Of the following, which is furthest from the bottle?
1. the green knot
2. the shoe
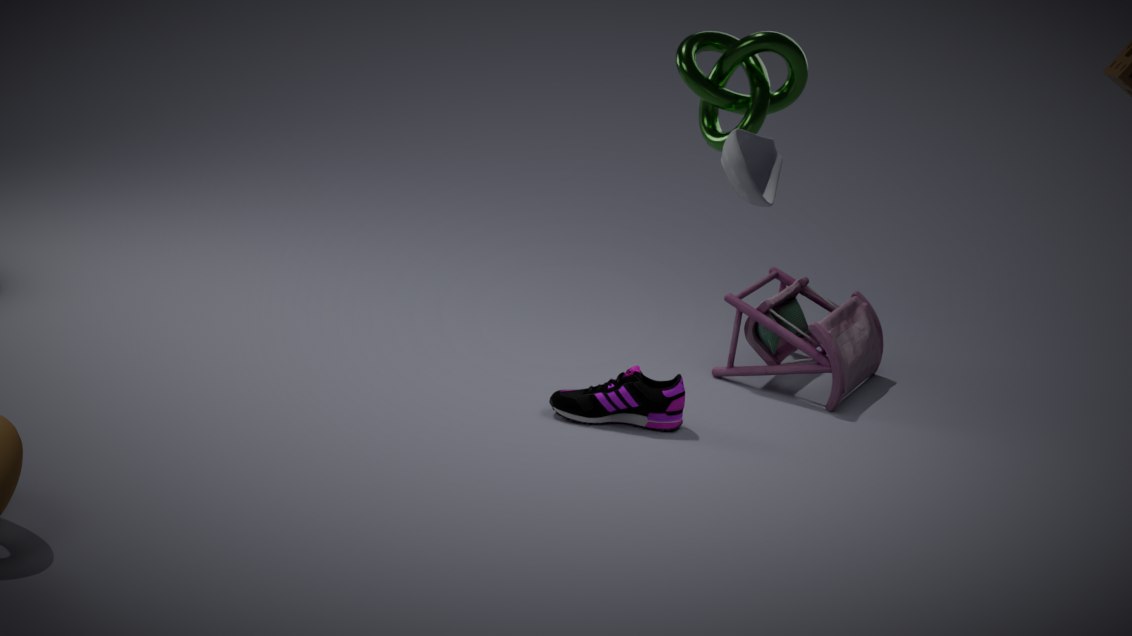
the shoe
